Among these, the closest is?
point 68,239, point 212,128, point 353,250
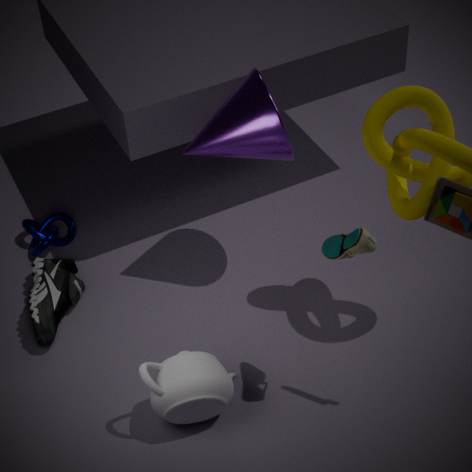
point 353,250
